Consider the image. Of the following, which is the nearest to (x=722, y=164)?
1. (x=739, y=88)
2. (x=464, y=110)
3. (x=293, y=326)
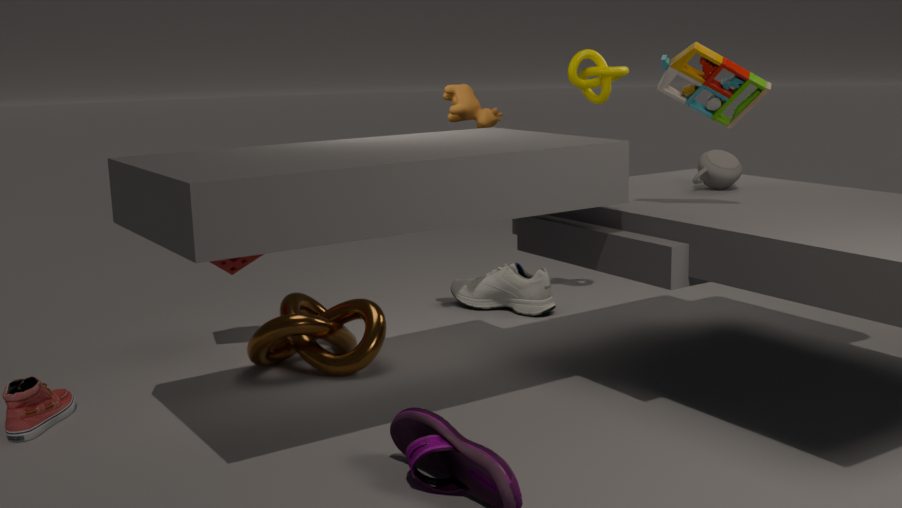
(x=739, y=88)
